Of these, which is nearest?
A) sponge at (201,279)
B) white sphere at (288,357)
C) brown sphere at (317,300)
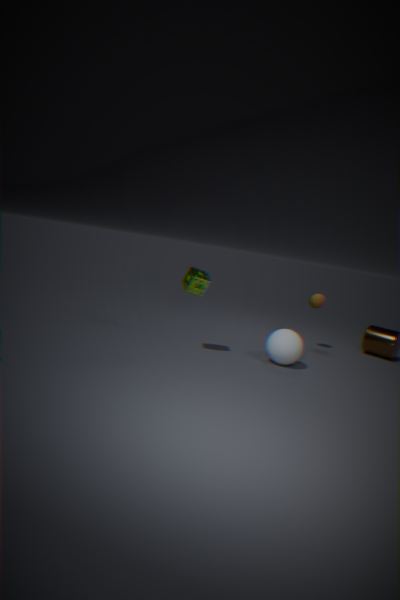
sponge at (201,279)
